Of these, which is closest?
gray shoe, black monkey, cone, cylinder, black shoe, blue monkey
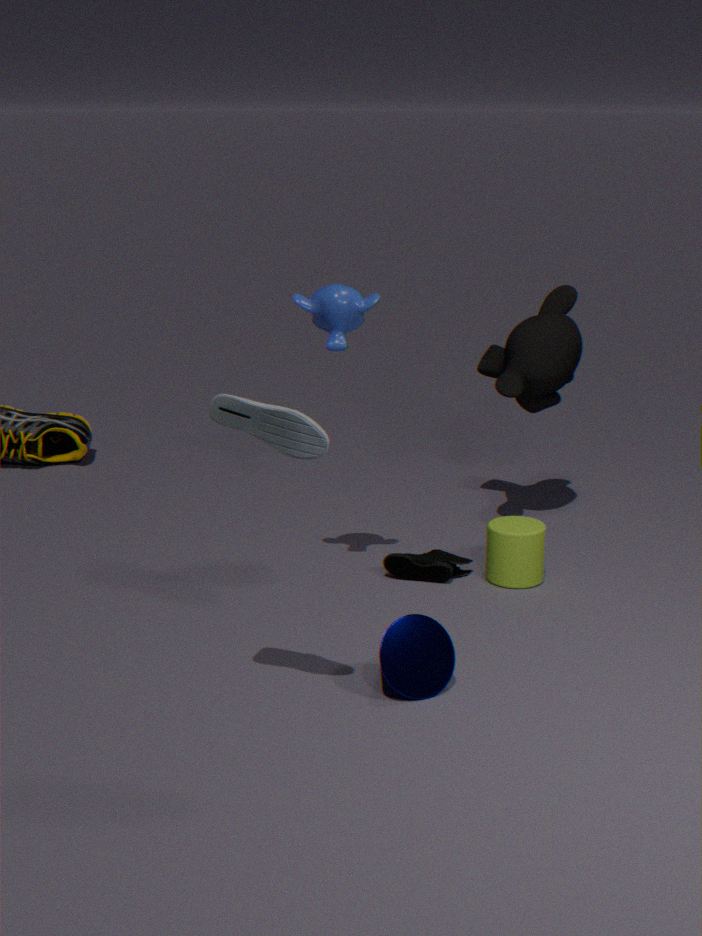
gray shoe
